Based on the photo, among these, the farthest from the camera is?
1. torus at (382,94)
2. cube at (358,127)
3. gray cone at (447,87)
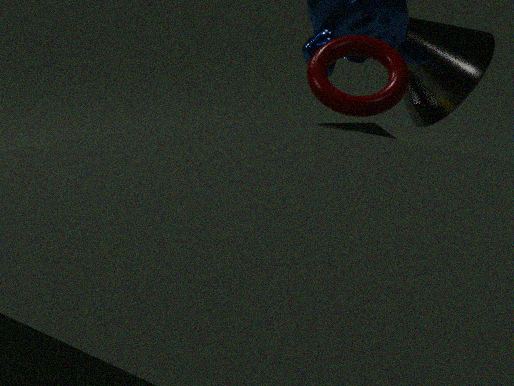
cube at (358,127)
